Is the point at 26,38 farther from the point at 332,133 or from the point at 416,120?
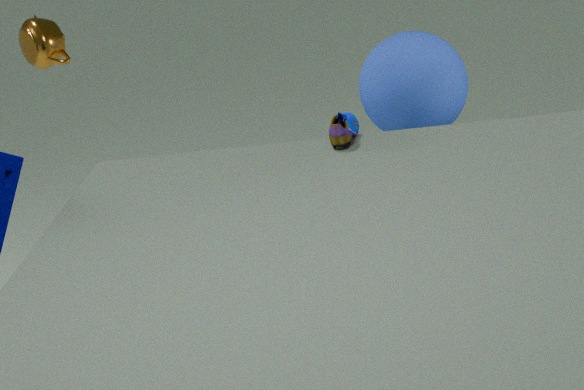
the point at 332,133
